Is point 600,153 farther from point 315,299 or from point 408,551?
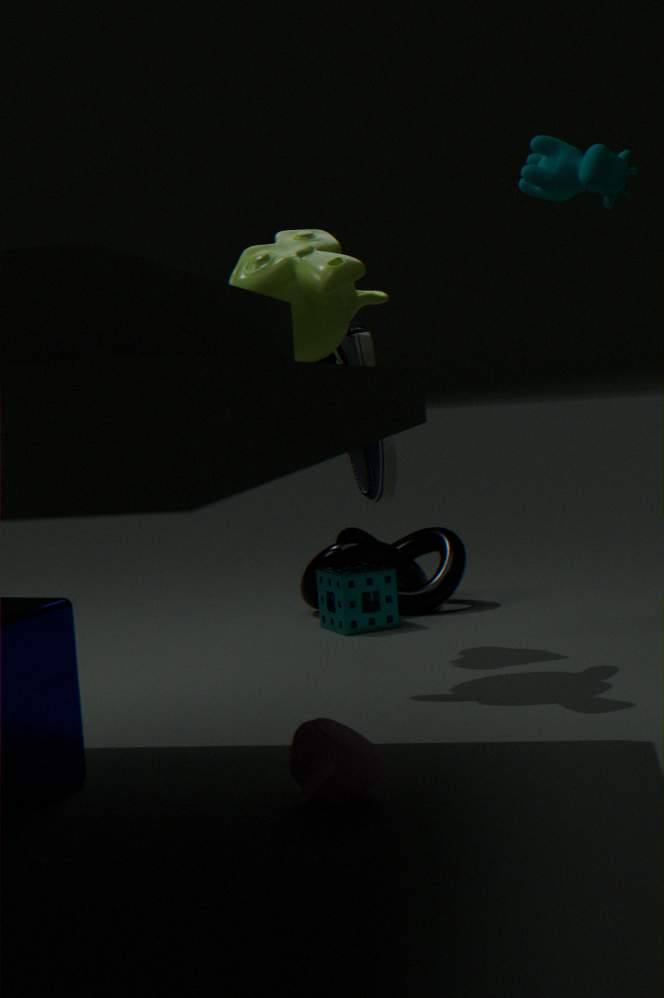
point 408,551
